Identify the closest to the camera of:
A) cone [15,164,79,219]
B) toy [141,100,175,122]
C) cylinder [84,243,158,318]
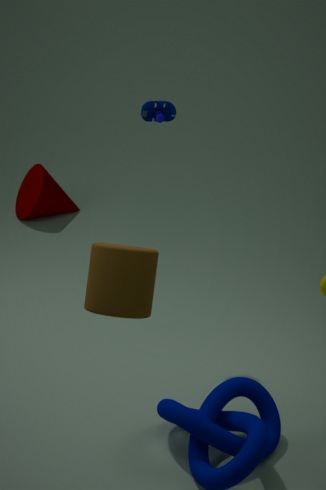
cylinder [84,243,158,318]
